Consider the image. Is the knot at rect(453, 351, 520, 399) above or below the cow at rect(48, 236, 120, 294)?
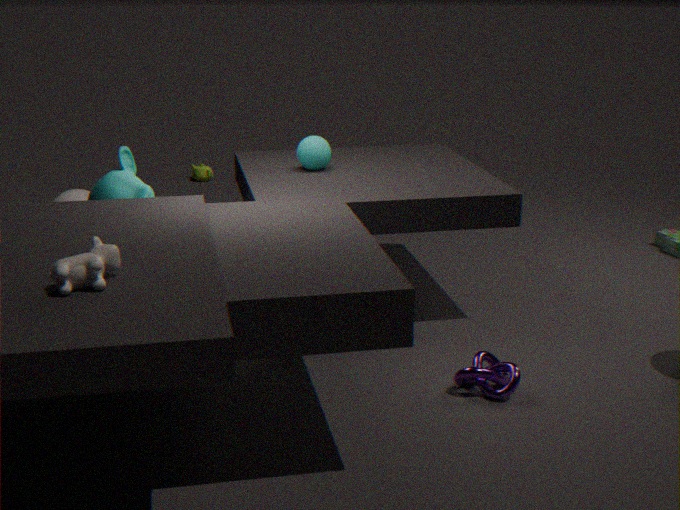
below
